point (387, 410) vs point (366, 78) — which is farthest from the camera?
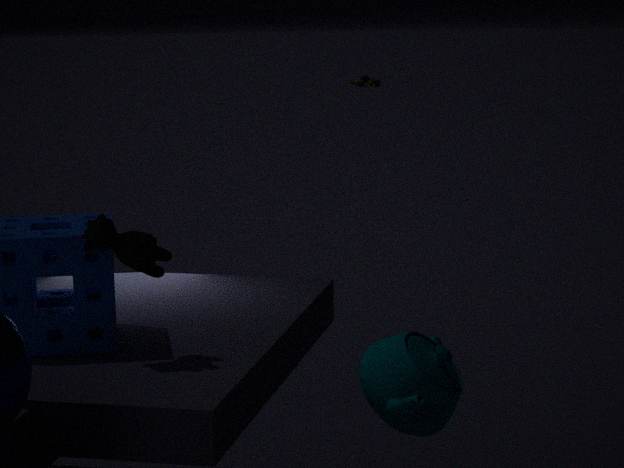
point (366, 78)
